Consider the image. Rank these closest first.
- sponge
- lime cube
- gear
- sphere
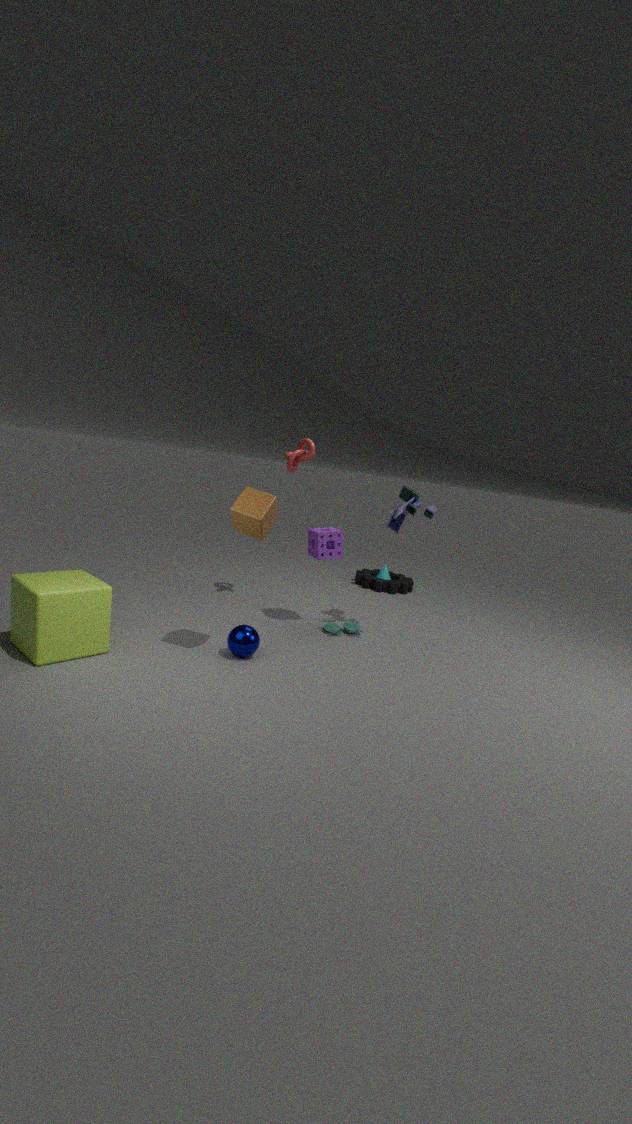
lime cube → sphere → sponge → gear
